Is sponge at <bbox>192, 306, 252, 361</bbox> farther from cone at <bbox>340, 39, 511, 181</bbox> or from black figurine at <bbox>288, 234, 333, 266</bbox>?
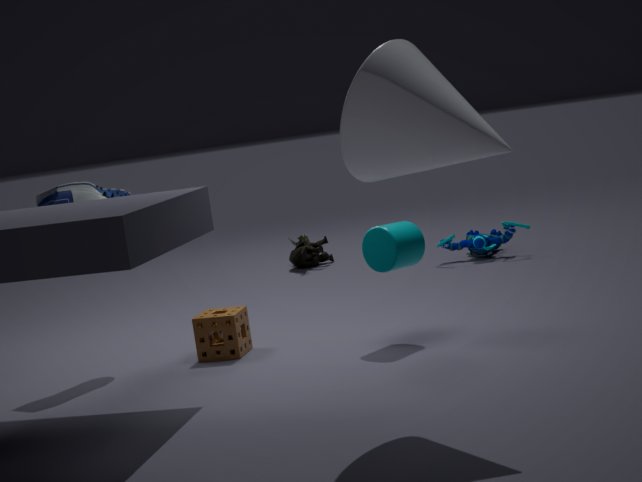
black figurine at <bbox>288, 234, 333, 266</bbox>
